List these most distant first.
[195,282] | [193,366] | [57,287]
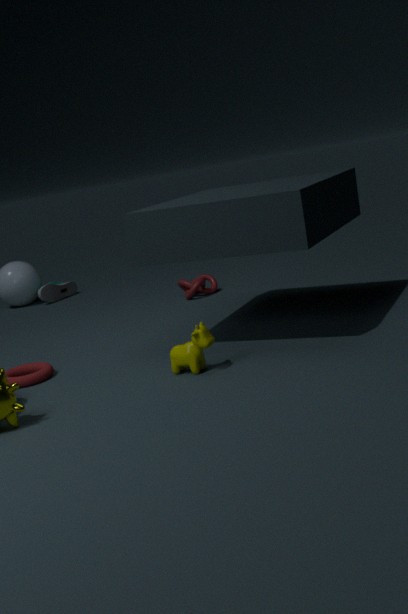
[57,287] → [195,282] → [193,366]
